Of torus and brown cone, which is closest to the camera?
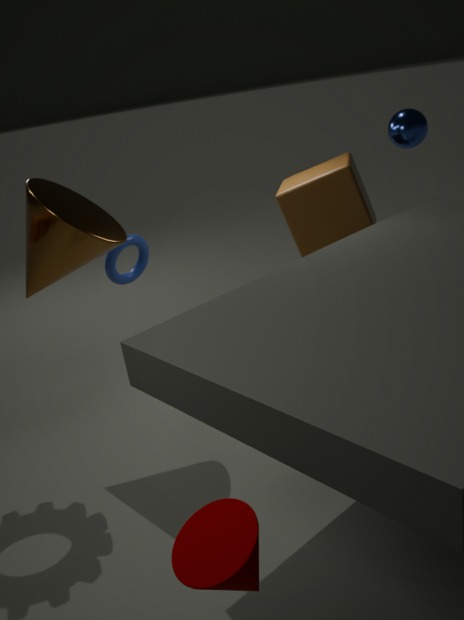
brown cone
